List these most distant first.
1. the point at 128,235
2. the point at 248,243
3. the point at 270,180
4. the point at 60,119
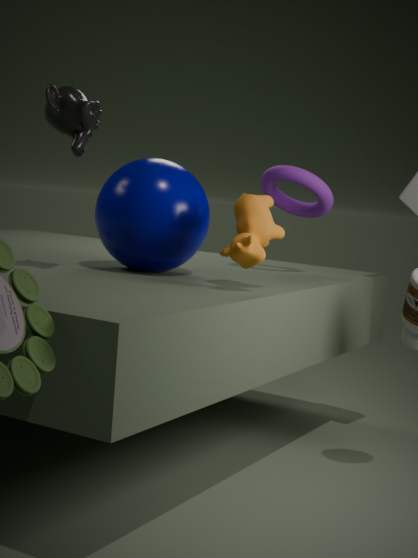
the point at 270,180 → the point at 128,235 → the point at 60,119 → the point at 248,243
